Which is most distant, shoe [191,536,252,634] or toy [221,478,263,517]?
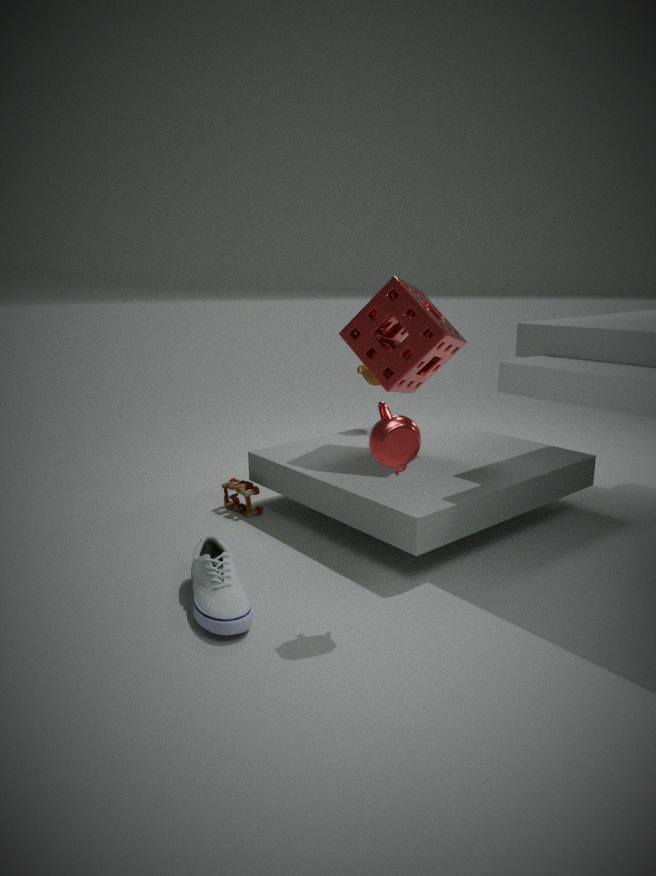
toy [221,478,263,517]
